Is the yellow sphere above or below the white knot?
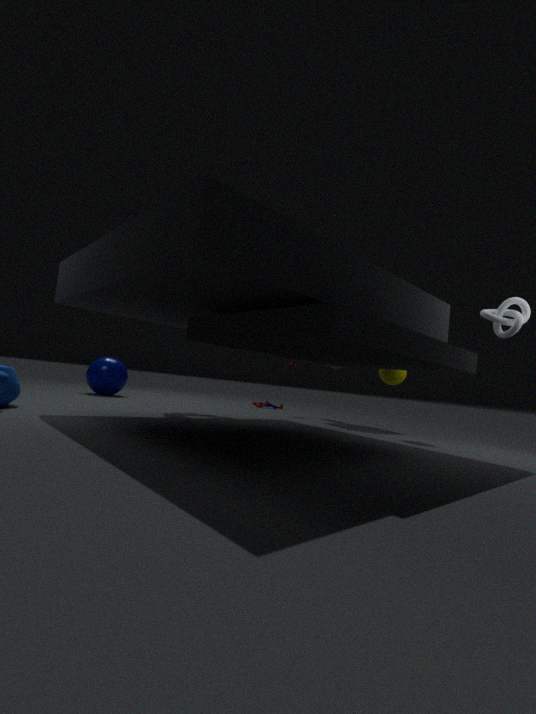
below
